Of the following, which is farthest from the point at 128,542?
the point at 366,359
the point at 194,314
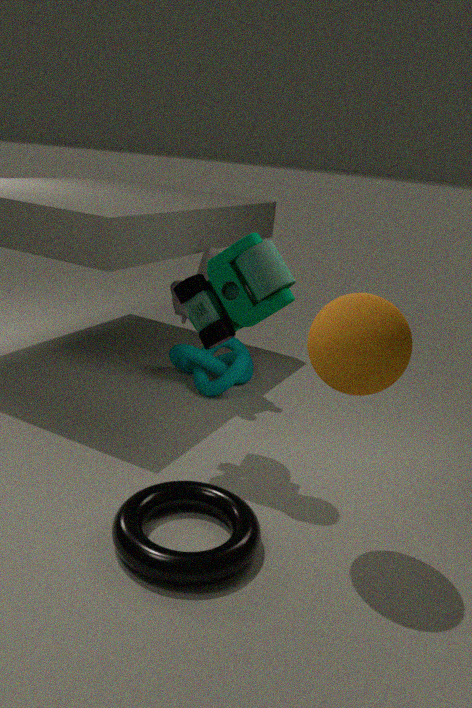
the point at 194,314
